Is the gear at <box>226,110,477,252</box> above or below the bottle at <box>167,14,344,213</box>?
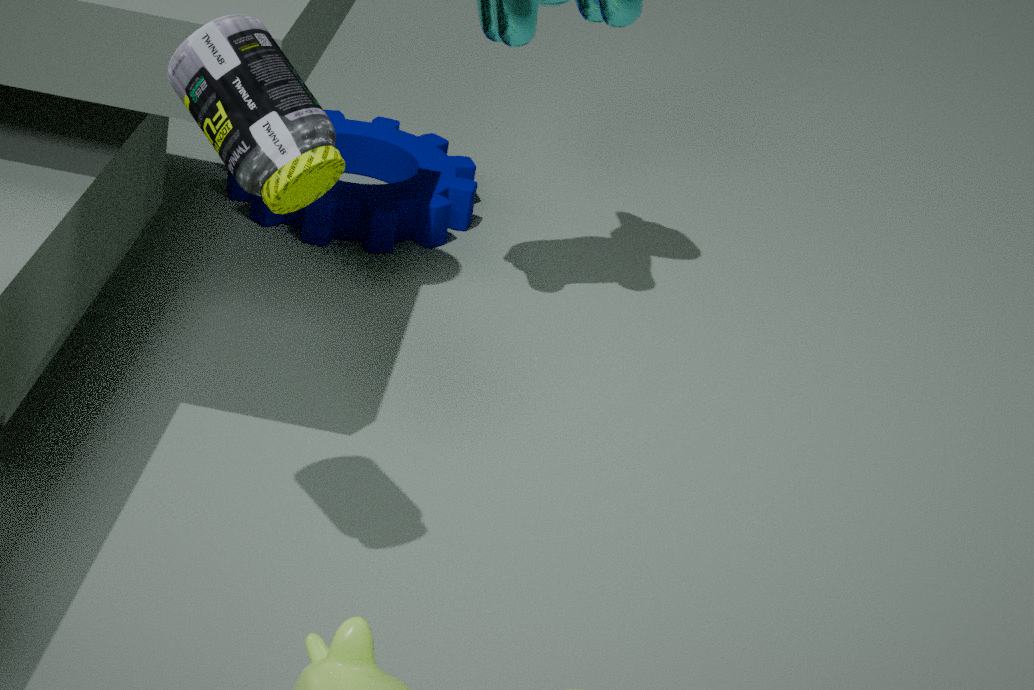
below
